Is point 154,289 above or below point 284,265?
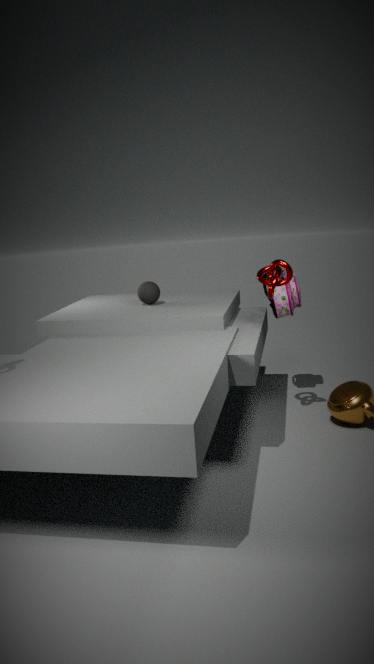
below
